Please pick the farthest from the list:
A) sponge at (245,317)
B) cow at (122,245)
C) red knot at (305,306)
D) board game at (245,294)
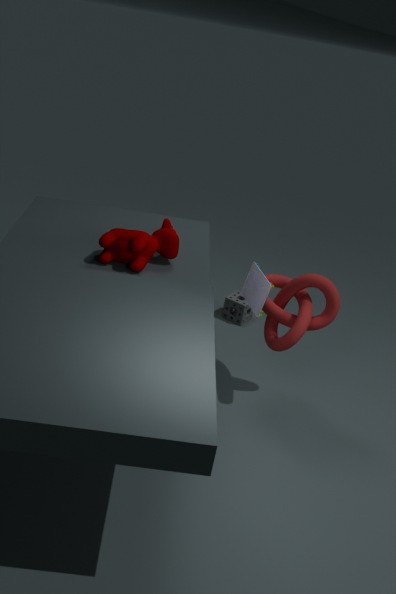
sponge at (245,317)
